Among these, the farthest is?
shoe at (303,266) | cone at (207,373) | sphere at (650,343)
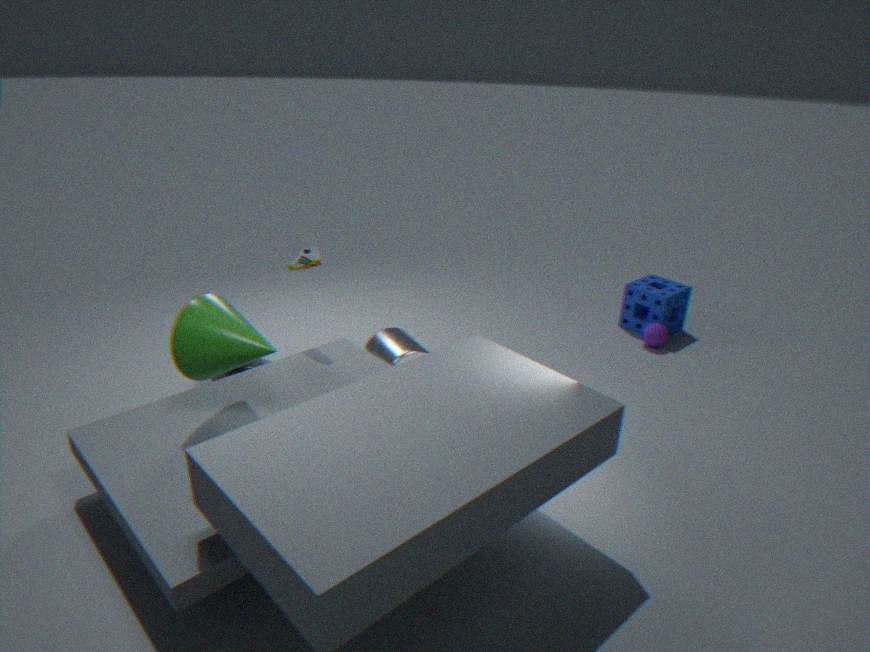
sphere at (650,343)
